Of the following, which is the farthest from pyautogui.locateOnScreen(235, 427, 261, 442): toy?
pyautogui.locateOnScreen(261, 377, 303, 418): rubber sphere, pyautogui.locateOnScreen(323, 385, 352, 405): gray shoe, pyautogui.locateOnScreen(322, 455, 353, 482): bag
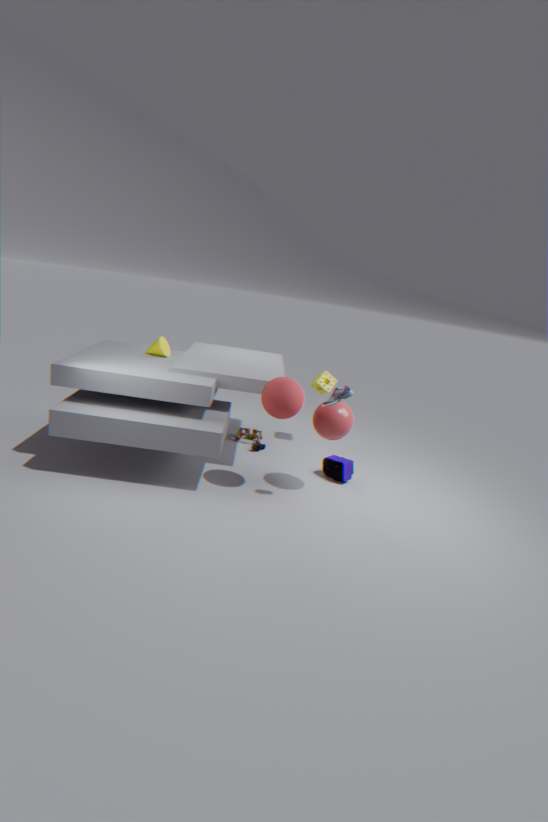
pyautogui.locateOnScreen(323, 385, 352, 405): gray shoe
